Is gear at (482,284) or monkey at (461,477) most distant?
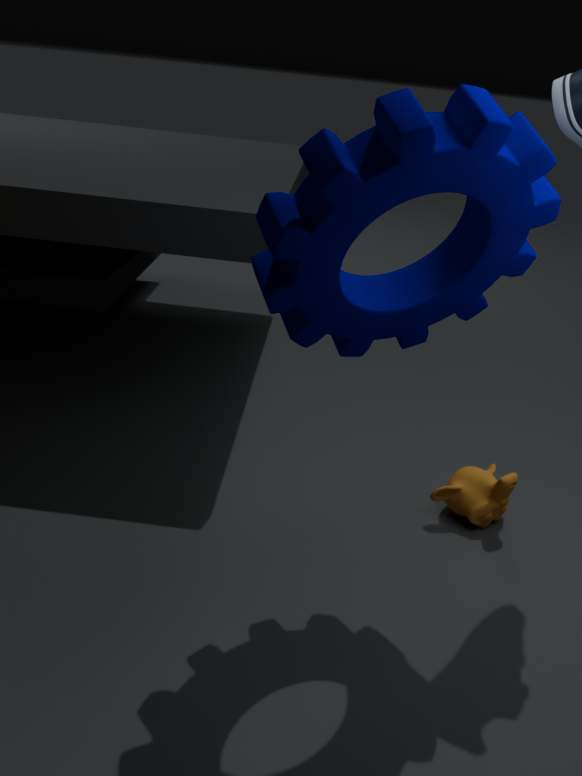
monkey at (461,477)
